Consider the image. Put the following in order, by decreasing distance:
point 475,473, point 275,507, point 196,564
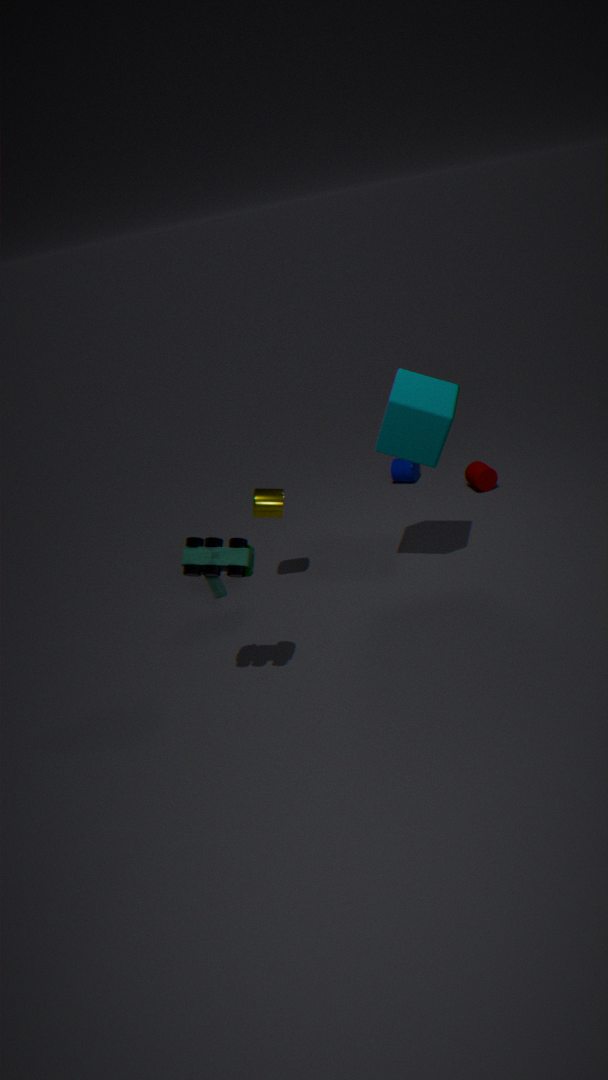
point 475,473 < point 275,507 < point 196,564
